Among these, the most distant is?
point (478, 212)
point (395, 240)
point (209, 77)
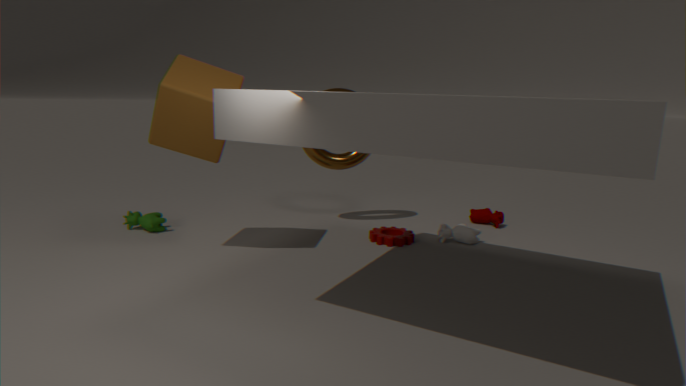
point (478, 212)
